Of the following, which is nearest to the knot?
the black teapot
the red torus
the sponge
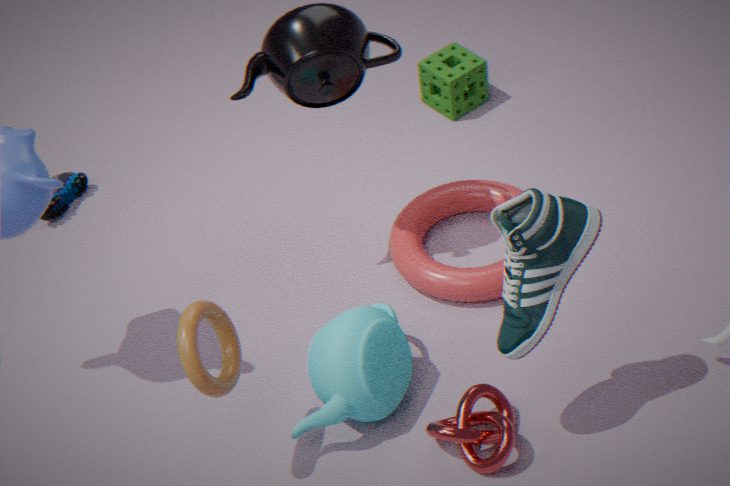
the red torus
